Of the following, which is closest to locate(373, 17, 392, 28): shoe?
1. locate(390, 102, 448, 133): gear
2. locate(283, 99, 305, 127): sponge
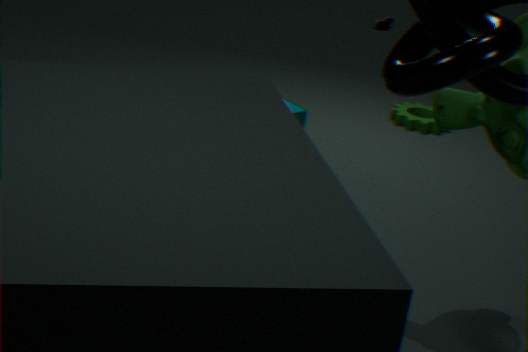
locate(390, 102, 448, 133): gear
